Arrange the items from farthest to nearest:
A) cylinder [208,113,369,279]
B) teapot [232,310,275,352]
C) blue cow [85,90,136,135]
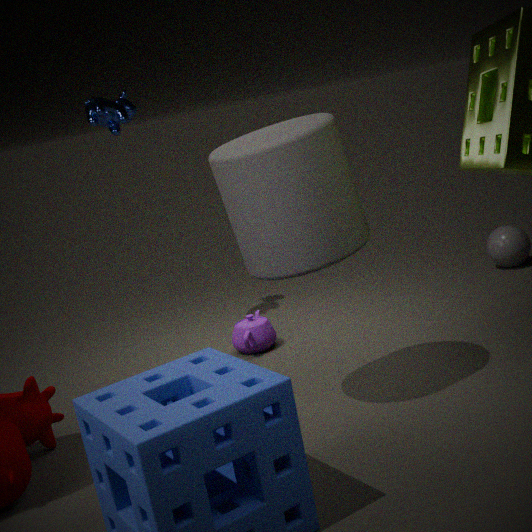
blue cow [85,90,136,135], teapot [232,310,275,352], cylinder [208,113,369,279]
